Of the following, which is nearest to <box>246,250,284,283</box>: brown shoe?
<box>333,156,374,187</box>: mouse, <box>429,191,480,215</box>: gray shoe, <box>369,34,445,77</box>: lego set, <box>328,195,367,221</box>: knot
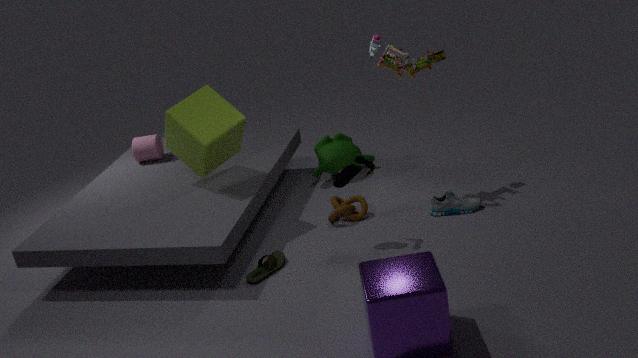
<box>328,195,367,221</box>: knot
